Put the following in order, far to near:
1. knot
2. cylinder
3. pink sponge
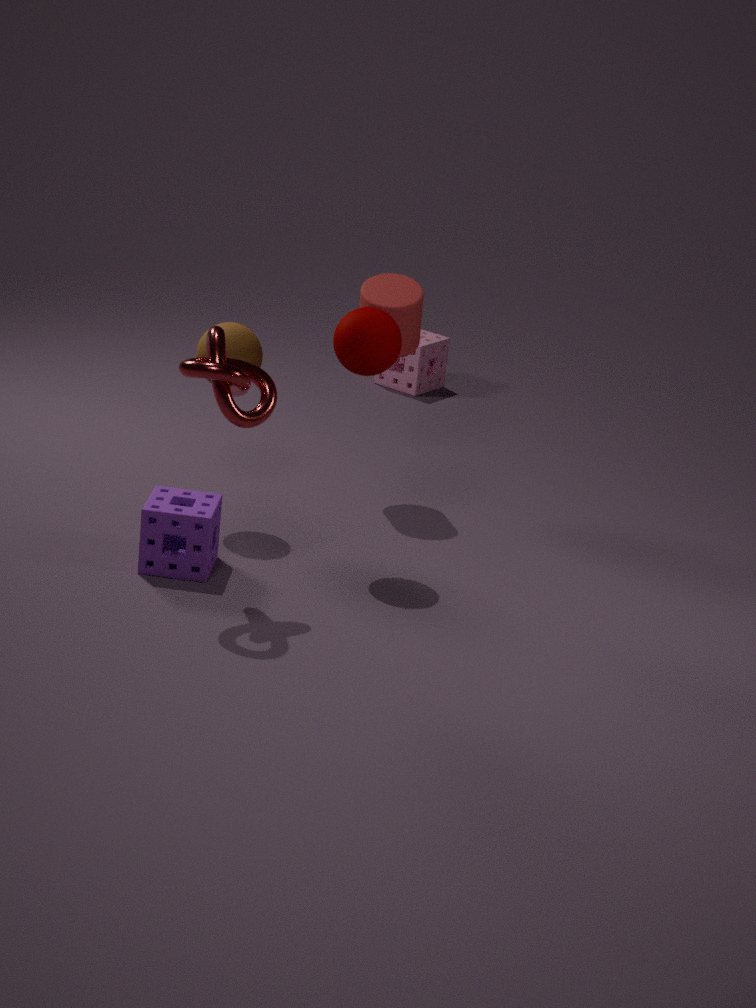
pink sponge
cylinder
knot
